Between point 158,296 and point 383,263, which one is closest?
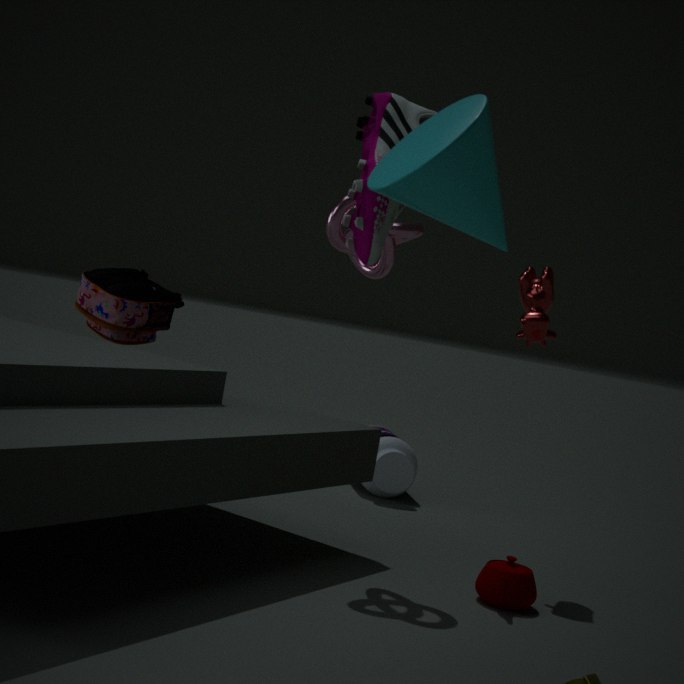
point 383,263
